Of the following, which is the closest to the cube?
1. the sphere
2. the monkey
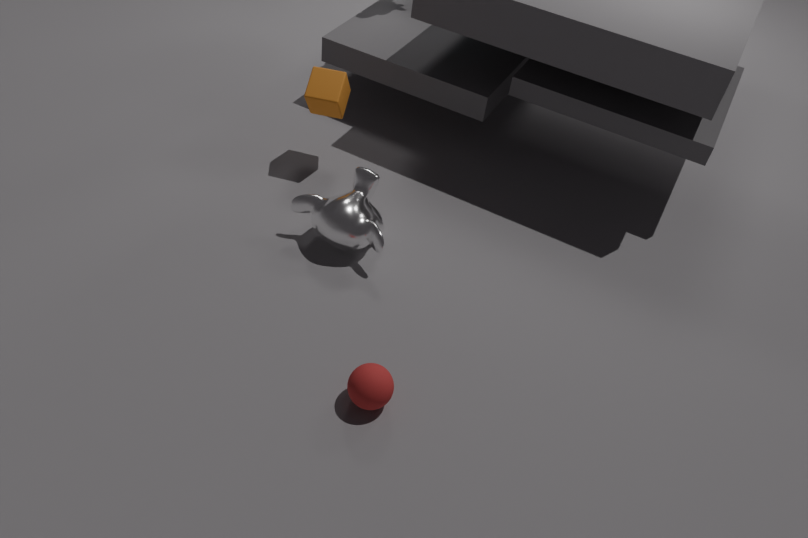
the monkey
